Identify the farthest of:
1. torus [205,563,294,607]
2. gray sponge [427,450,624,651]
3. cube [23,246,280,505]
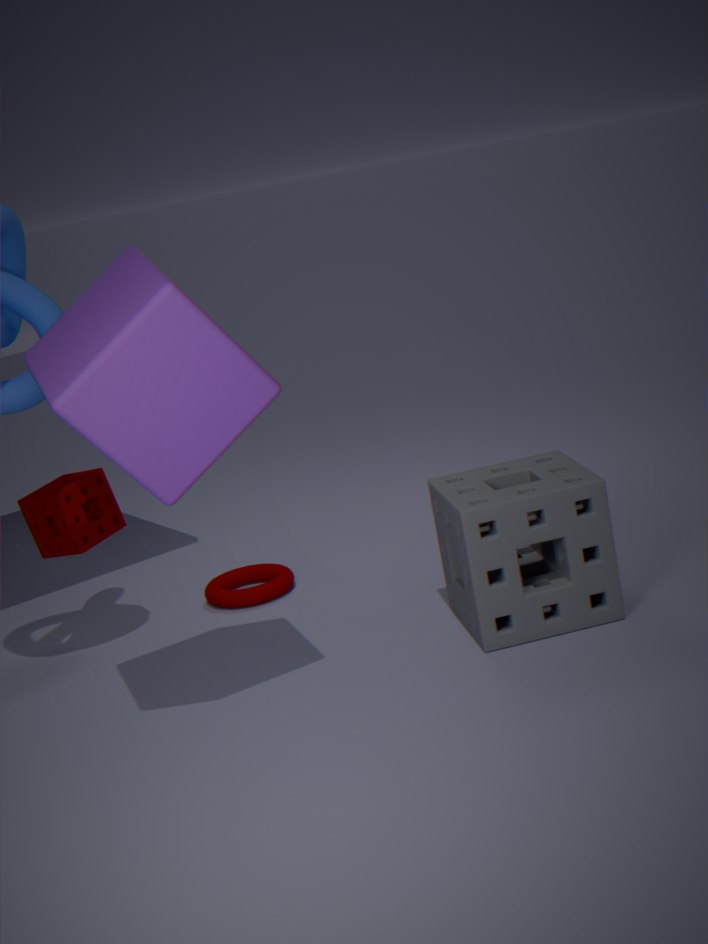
torus [205,563,294,607]
